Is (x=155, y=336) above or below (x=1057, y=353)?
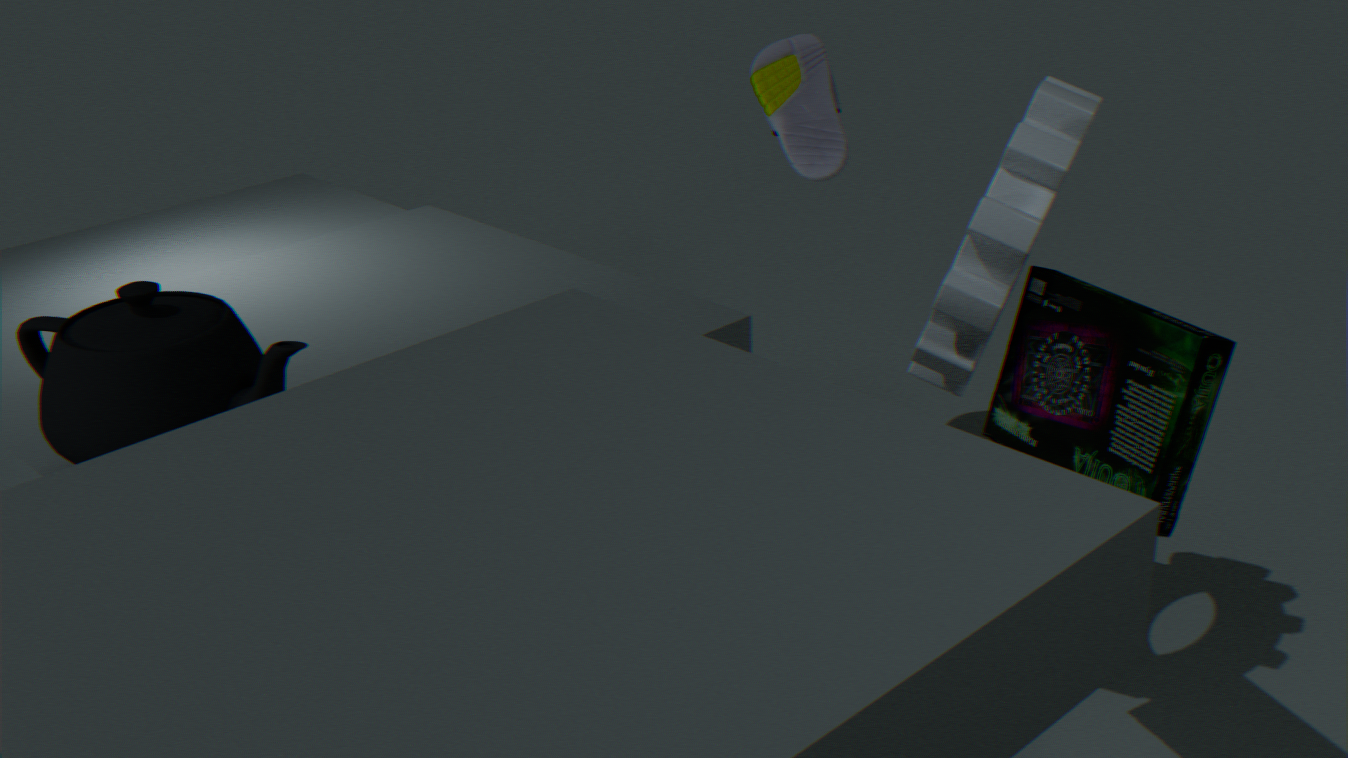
above
